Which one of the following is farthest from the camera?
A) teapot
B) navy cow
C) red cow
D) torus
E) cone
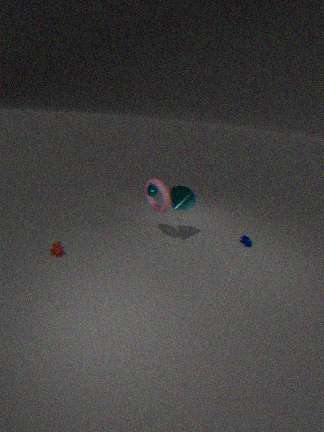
navy cow
